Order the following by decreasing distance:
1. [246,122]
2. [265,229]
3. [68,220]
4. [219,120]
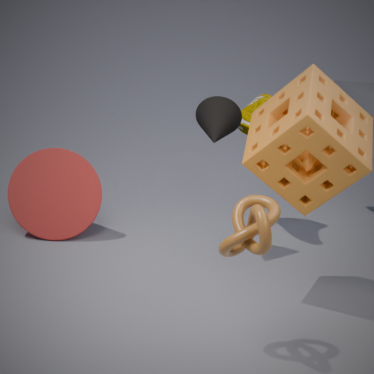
[246,122] → [68,220] → [219,120] → [265,229]
